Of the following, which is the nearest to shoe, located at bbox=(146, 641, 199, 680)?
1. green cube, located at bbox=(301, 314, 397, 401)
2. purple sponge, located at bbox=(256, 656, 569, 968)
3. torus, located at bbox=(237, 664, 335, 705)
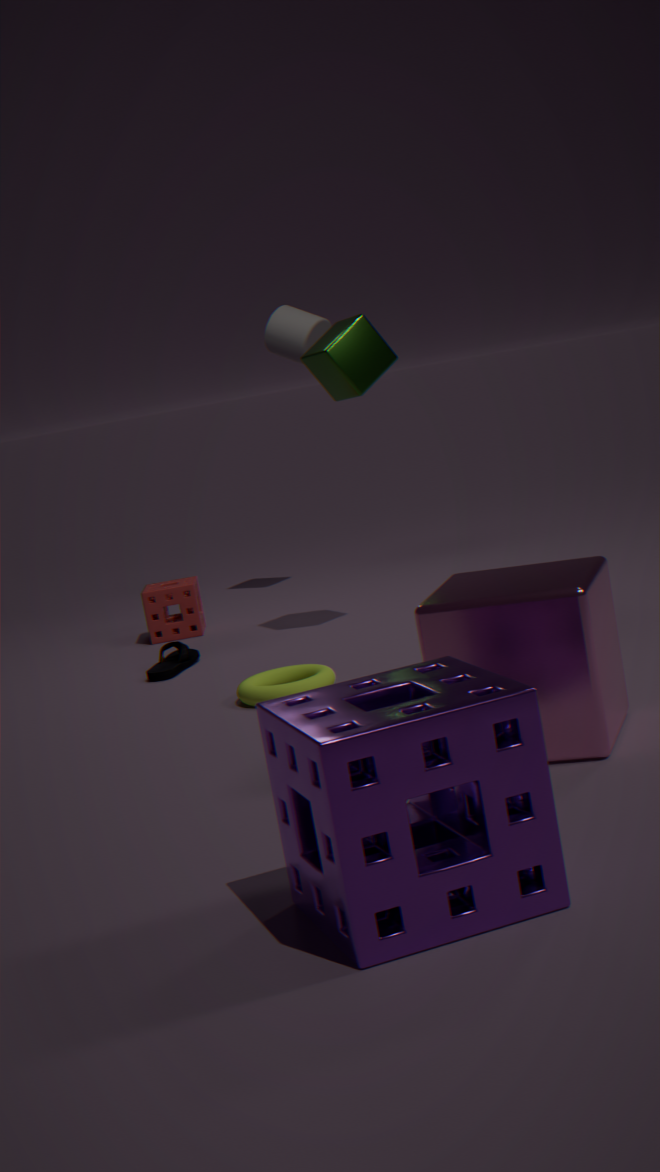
torus, located at bbox=(237, 664, 335, 705)
